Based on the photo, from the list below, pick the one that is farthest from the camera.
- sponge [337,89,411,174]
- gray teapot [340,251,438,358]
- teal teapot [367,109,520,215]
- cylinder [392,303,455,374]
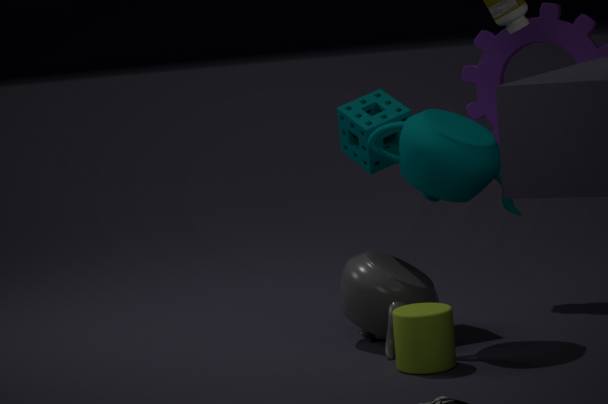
sponge [337,89,411,174]
